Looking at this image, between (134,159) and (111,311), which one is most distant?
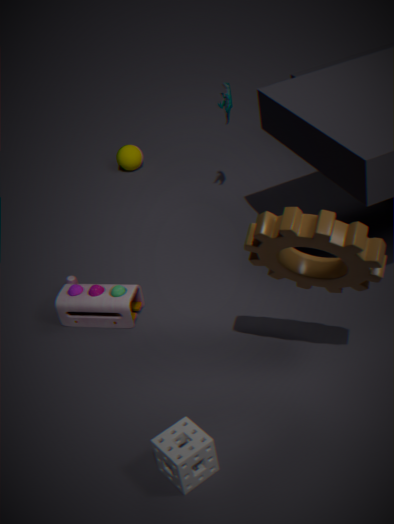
(134,159)
